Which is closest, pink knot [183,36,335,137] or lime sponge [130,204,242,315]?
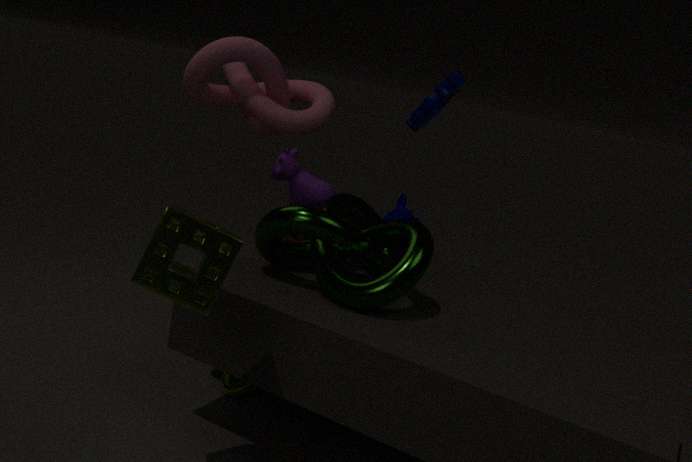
lime sponge [130,204,242,315]
